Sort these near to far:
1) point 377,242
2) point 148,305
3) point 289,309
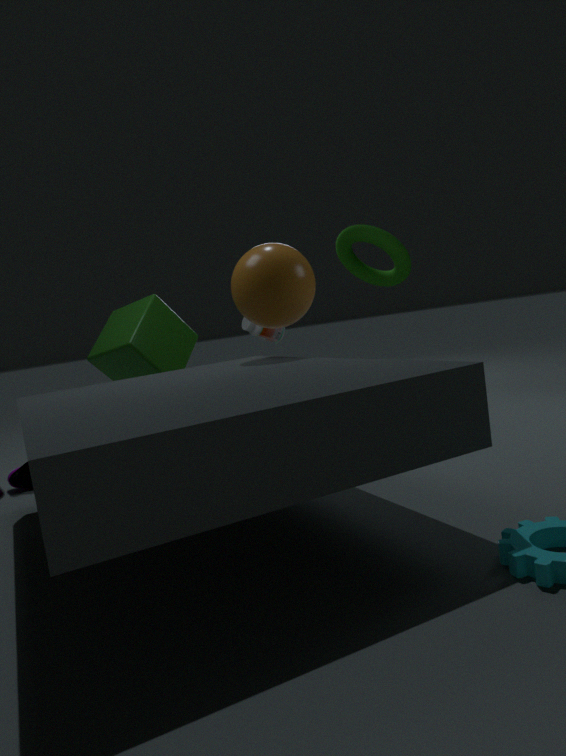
1. 3. point 289,309
2. 2. point 148,305
3. 1. point 377,242
